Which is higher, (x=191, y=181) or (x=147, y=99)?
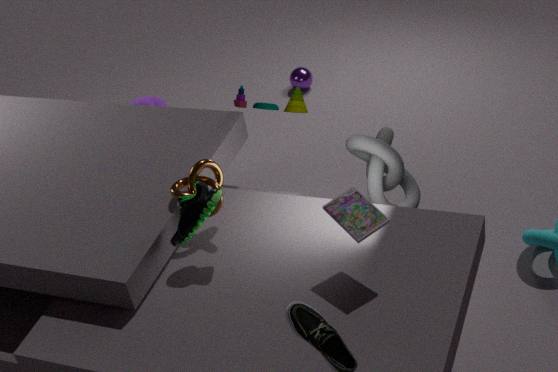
(x=191, y=181)
